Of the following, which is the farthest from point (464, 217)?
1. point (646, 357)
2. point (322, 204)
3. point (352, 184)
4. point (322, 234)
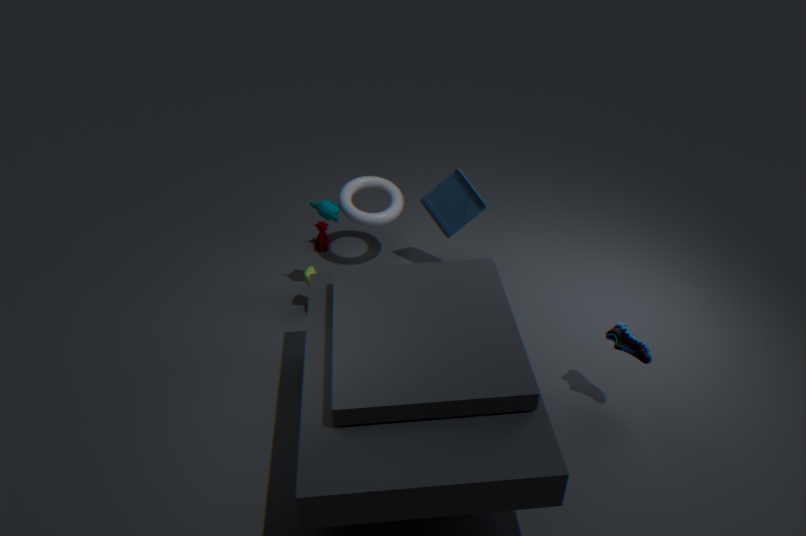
point (646, 357)
